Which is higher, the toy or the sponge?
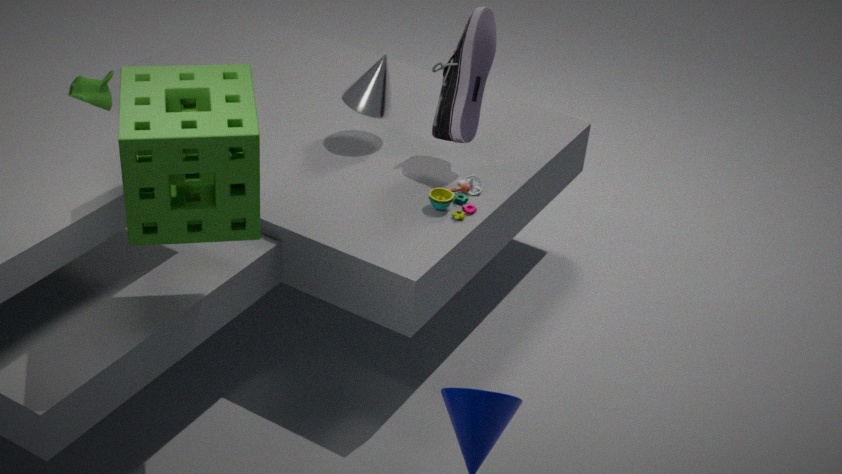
the sponge
